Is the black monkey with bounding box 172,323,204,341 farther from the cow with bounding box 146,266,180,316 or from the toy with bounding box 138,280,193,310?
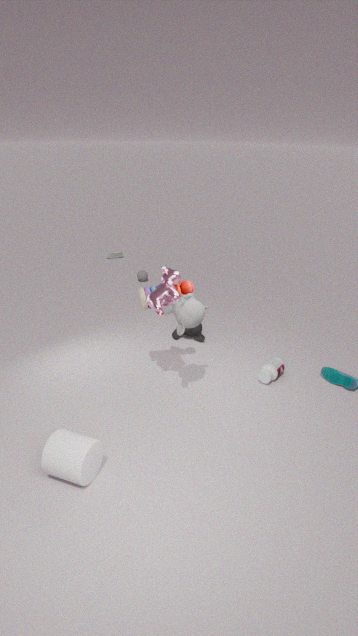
the cow with bounding box 146,266,180,316
